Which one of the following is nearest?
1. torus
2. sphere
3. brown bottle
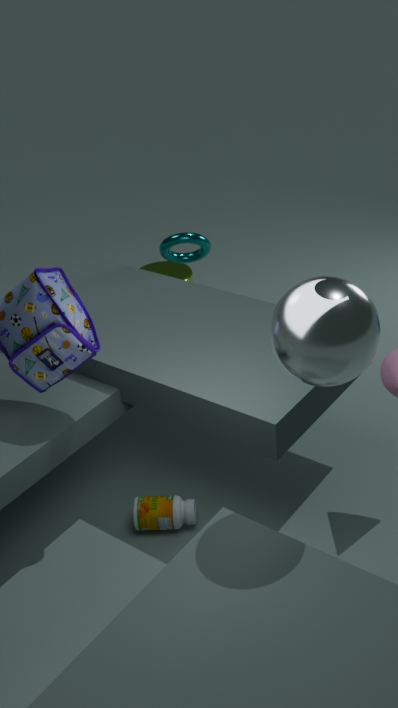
sphere
